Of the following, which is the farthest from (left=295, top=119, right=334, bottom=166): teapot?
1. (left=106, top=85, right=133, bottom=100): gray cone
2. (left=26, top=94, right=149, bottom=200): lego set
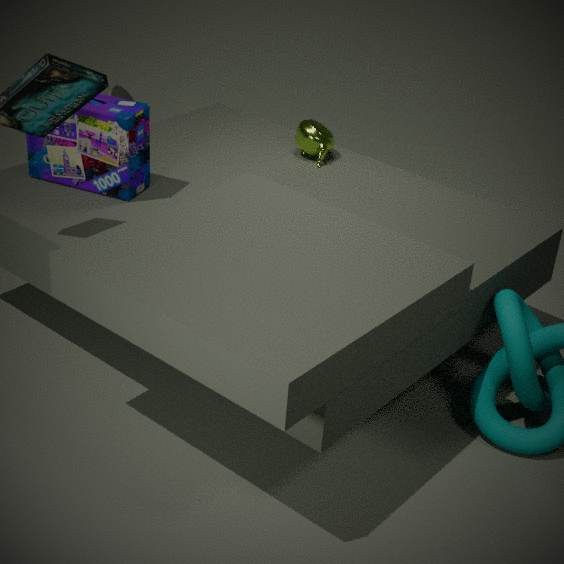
(left=106, top=85, right=133, bottom=100): gray cone
